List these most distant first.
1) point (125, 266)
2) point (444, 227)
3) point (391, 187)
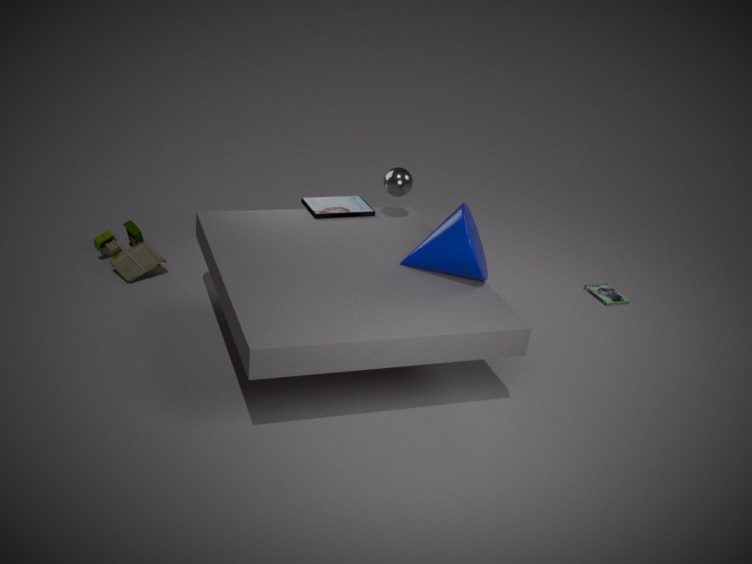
1. point (125, 266), 3. point (391, 187), 2. point (444, 227)
